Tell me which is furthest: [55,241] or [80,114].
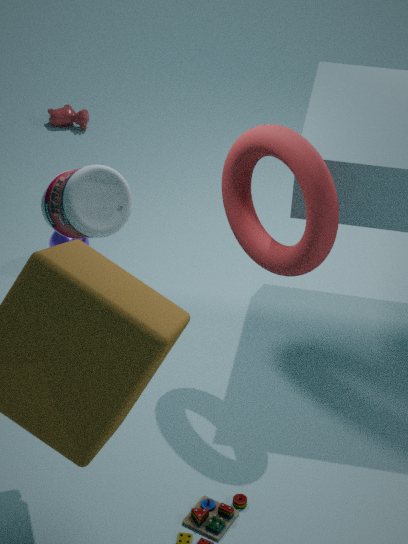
[80,114]
